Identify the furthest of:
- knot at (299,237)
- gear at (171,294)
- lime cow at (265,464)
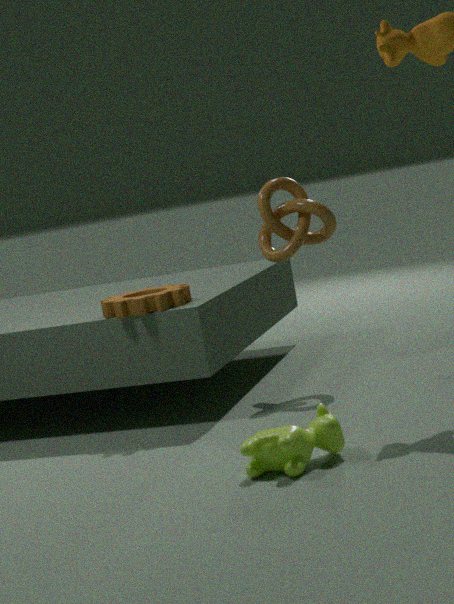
knot at (299,237)
